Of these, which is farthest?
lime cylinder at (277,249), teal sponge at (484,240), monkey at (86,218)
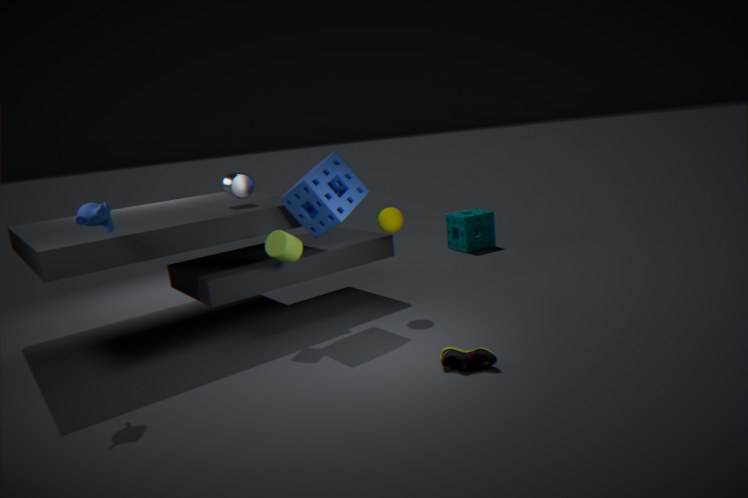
teal sponge at (484,240)
